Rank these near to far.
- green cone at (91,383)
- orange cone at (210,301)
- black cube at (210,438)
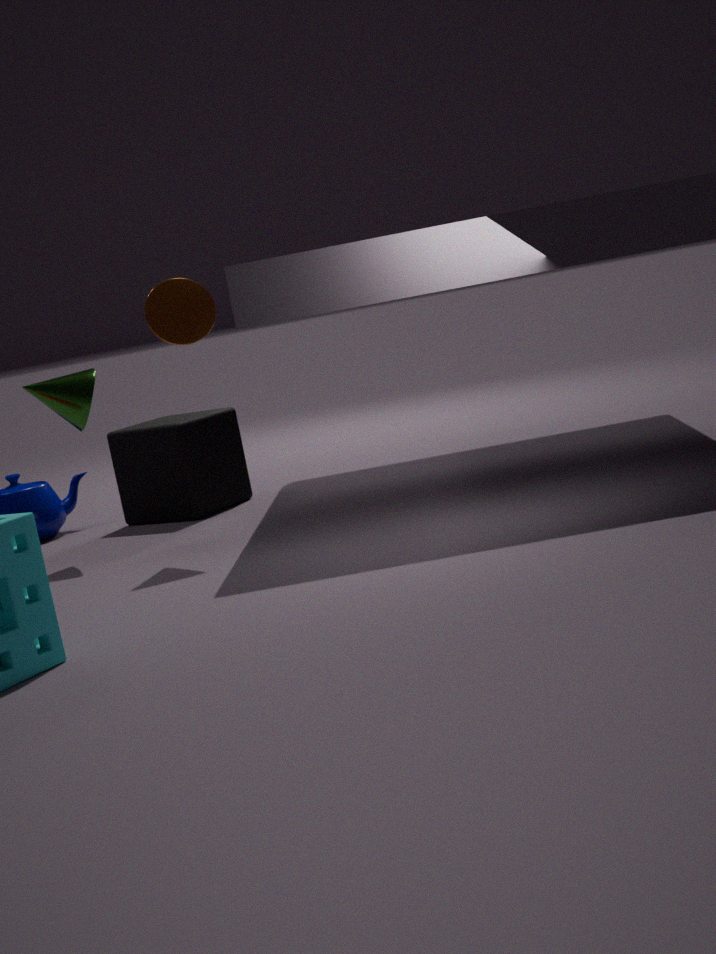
orange cone at (210,301)
green cone at (91,383)
black cube at (210,438)
